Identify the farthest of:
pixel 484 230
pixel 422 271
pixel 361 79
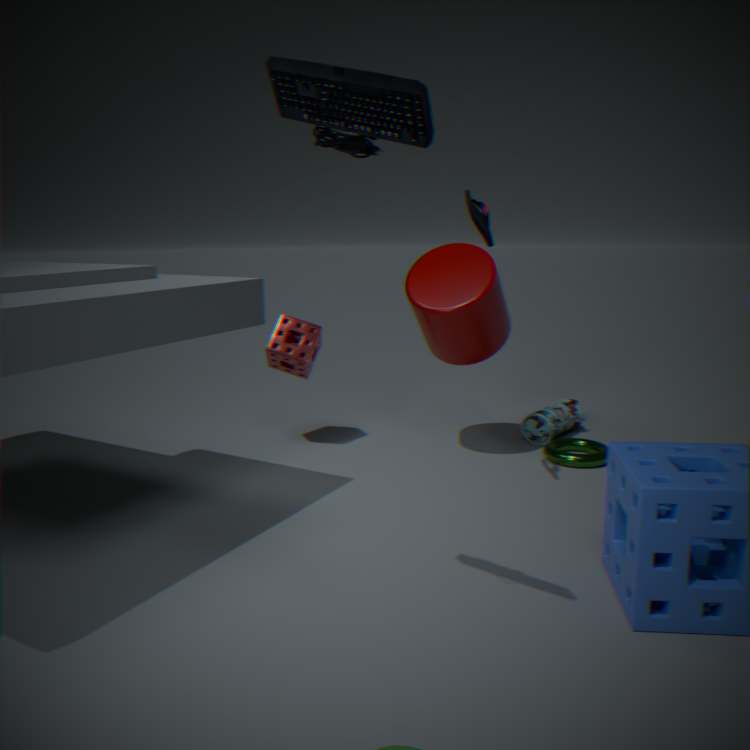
pixel 422 271
